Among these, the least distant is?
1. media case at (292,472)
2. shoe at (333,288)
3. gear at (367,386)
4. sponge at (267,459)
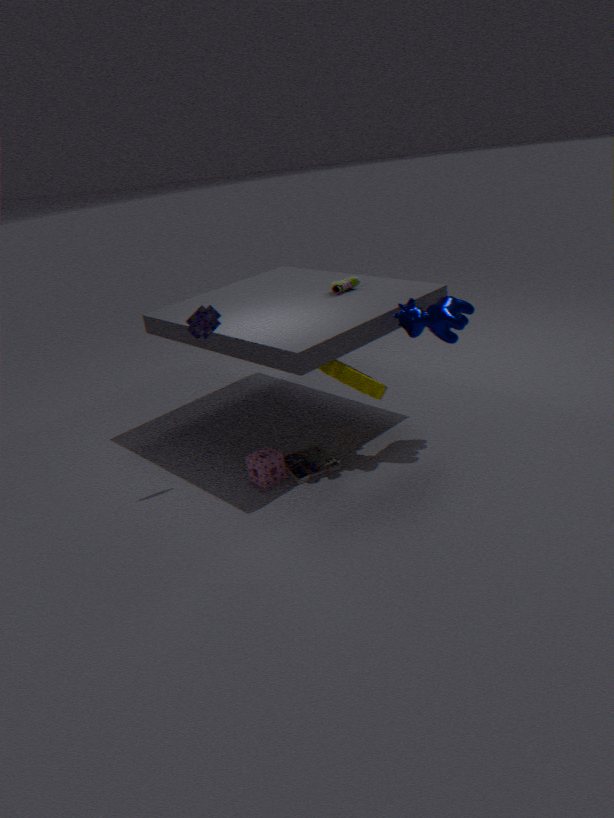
gear at (367,386)
